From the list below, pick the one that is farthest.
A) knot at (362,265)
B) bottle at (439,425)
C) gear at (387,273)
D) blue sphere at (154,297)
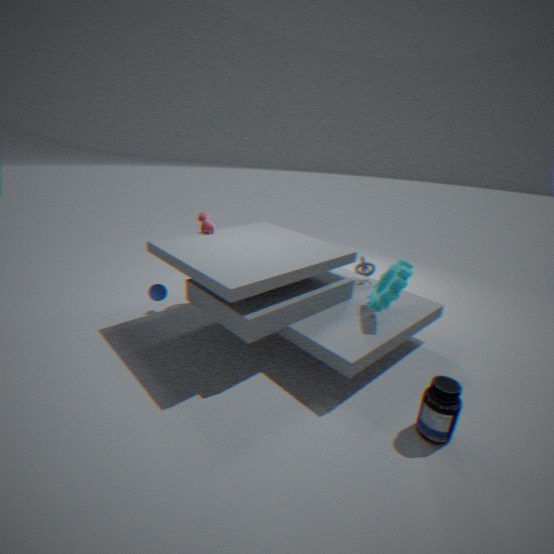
knot at (362,265)
